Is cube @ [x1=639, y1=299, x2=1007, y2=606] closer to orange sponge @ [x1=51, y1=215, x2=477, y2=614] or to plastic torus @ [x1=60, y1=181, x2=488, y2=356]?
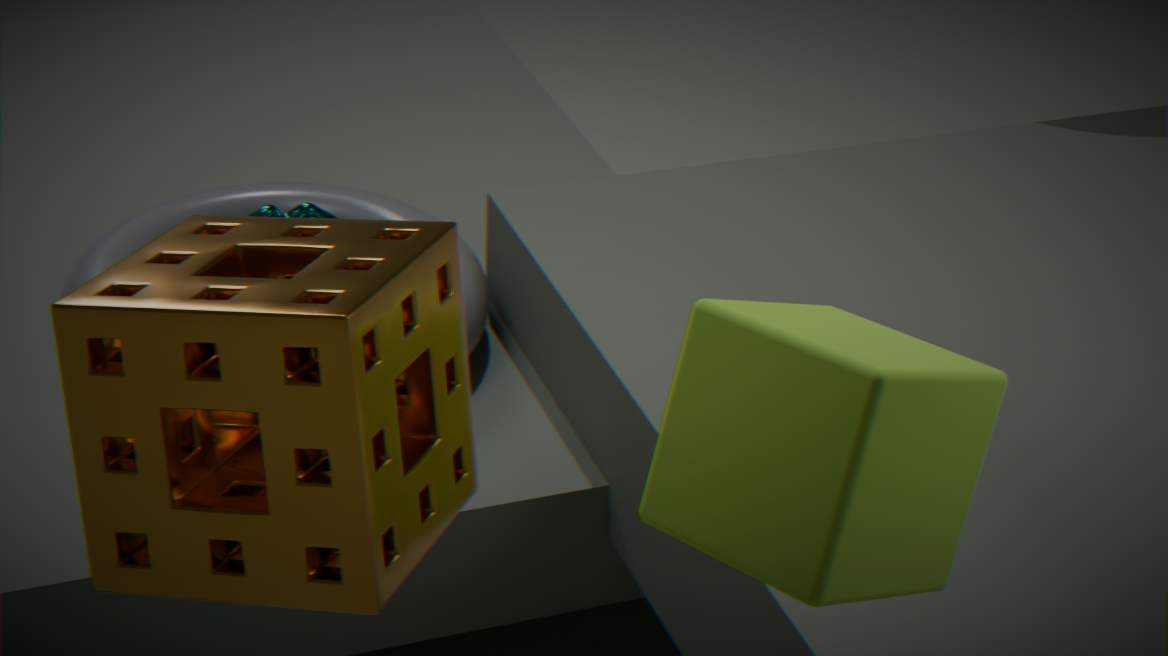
orange sponge @ [x1=51, y1=215, x2=477, y2=614]
